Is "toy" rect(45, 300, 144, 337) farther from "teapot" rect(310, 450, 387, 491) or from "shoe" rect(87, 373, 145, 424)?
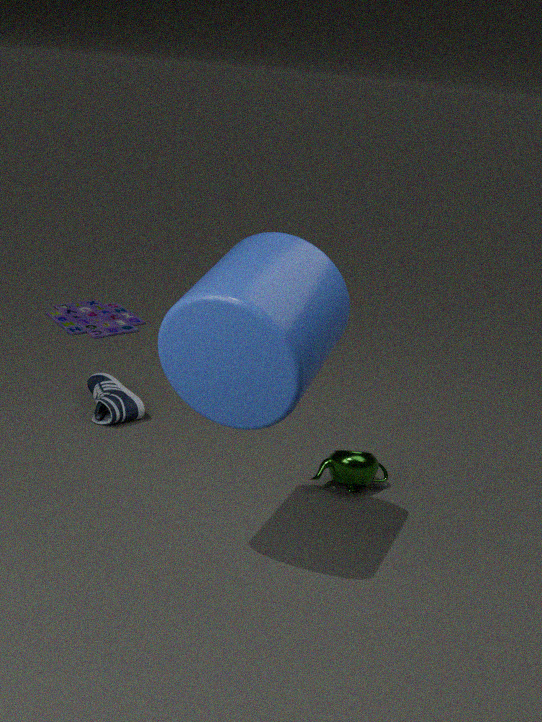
"teapot" rect(310, 450, 387, 491)
